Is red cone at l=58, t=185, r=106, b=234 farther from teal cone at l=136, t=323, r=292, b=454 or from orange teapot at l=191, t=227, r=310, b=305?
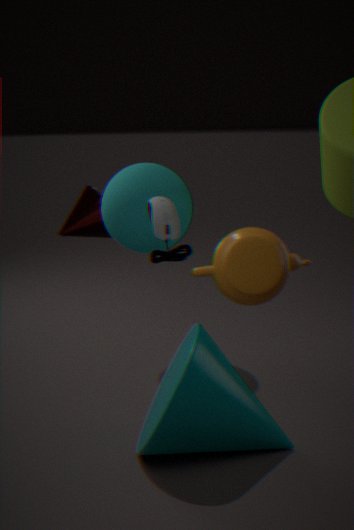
orange teapot at l=191, t=227, r=310, b=305
